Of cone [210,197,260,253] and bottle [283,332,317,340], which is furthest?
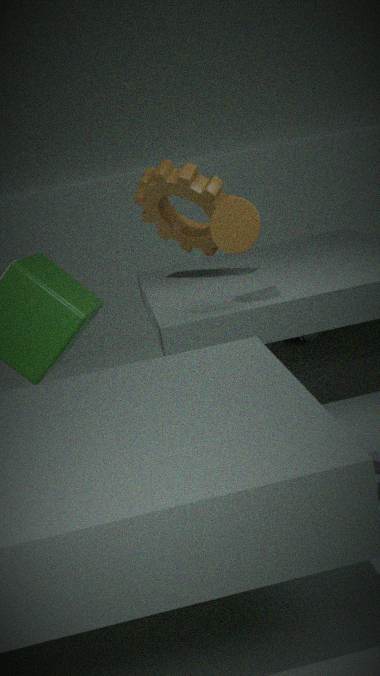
bottle [283,332,317,340]
